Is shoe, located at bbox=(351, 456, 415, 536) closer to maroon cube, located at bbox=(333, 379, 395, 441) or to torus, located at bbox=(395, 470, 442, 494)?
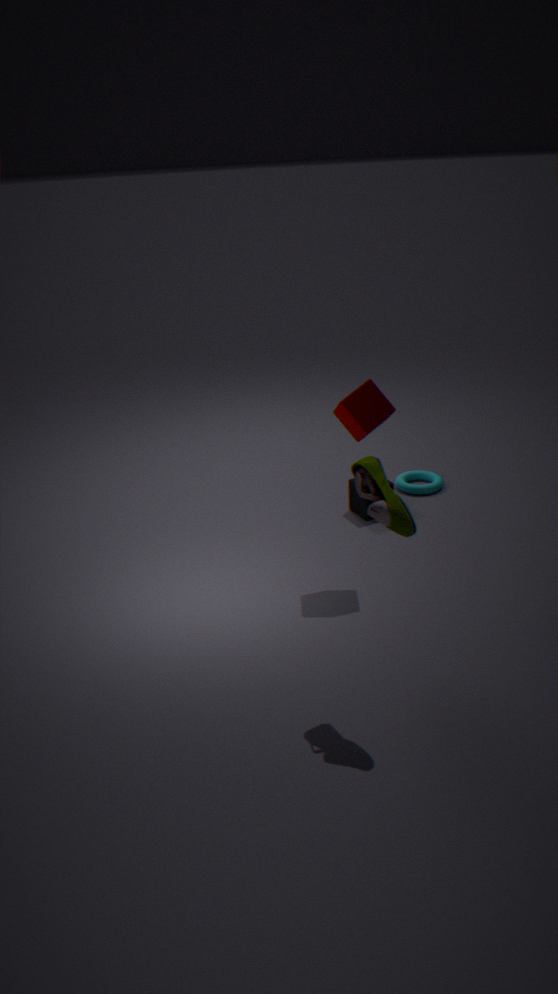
maroon cube, located at bbox=(333, 379, 395, 441)
